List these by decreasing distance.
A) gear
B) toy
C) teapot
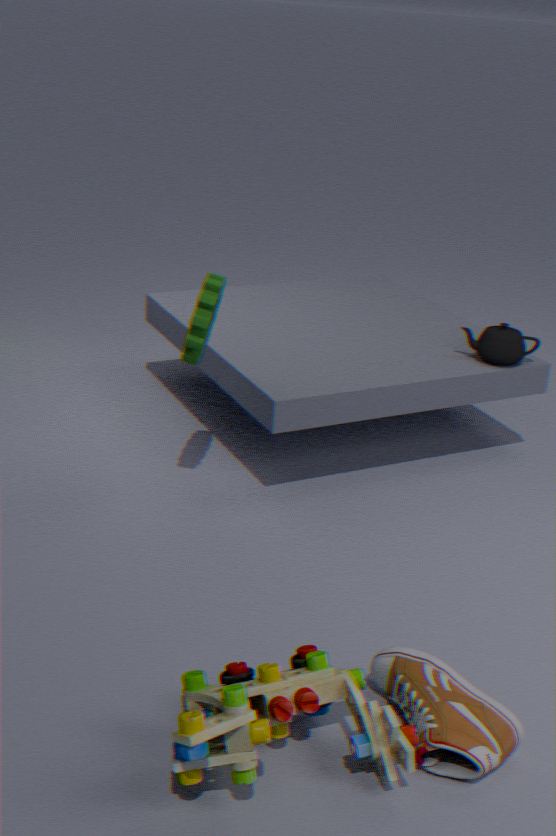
teapot < gear < toy
